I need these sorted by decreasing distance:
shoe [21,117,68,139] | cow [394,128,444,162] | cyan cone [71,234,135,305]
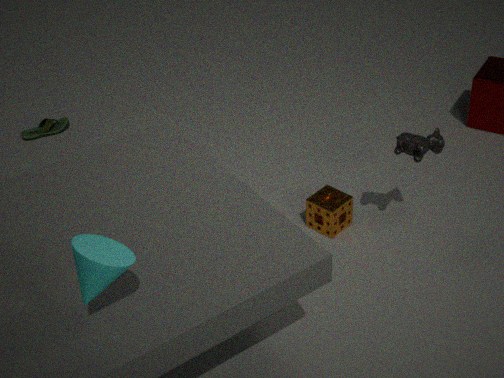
shoe [21,117,68,139]
cow [394,128,444,162]
cyan cone [71,234,135,305]
